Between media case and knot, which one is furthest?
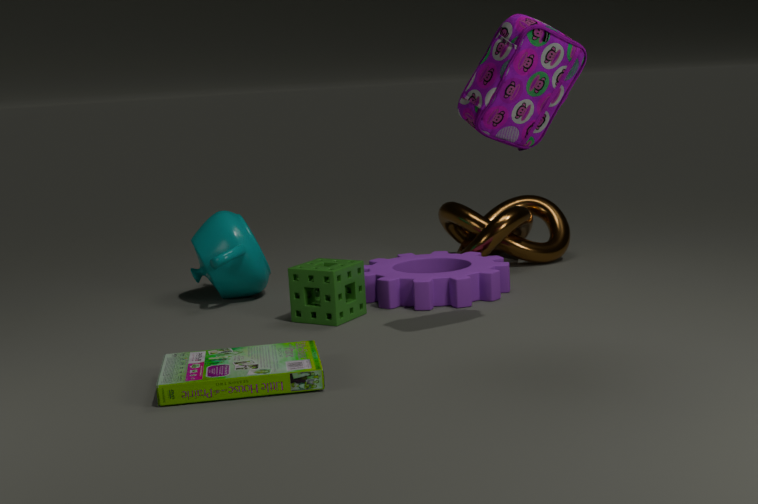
knot
